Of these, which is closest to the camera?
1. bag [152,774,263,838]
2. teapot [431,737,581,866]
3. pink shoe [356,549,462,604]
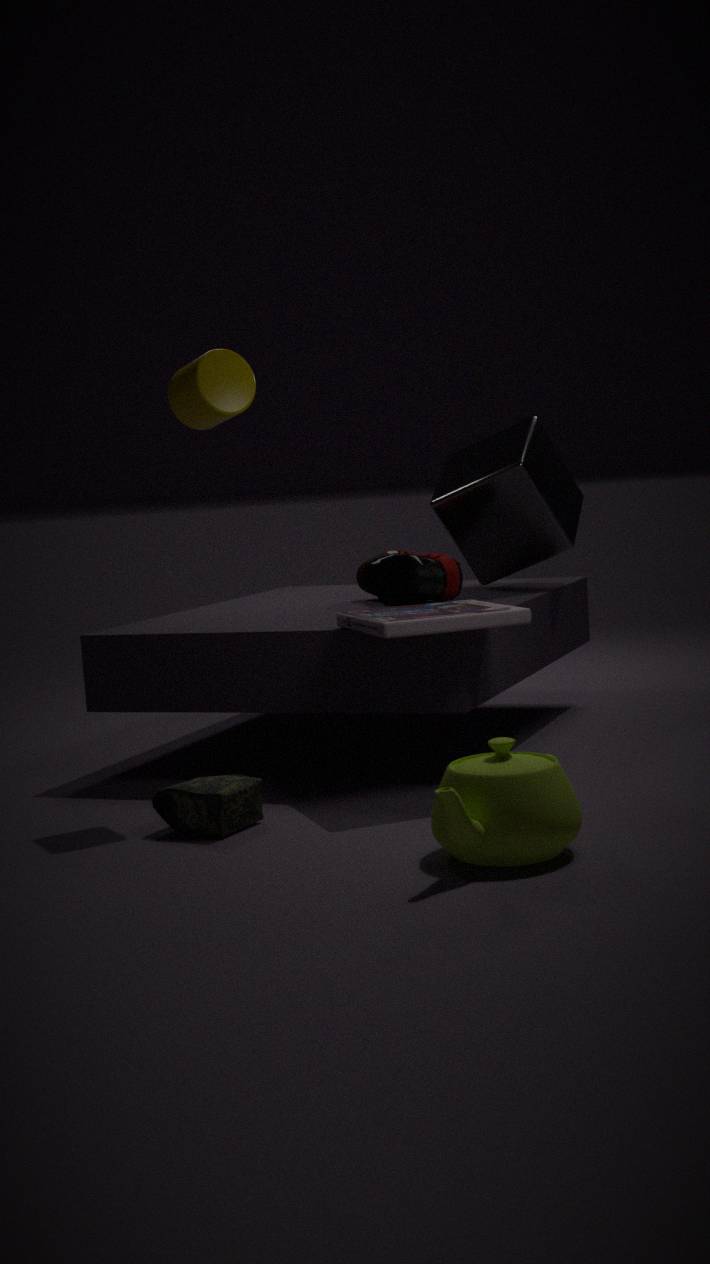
teapot [431,737,581,866]
